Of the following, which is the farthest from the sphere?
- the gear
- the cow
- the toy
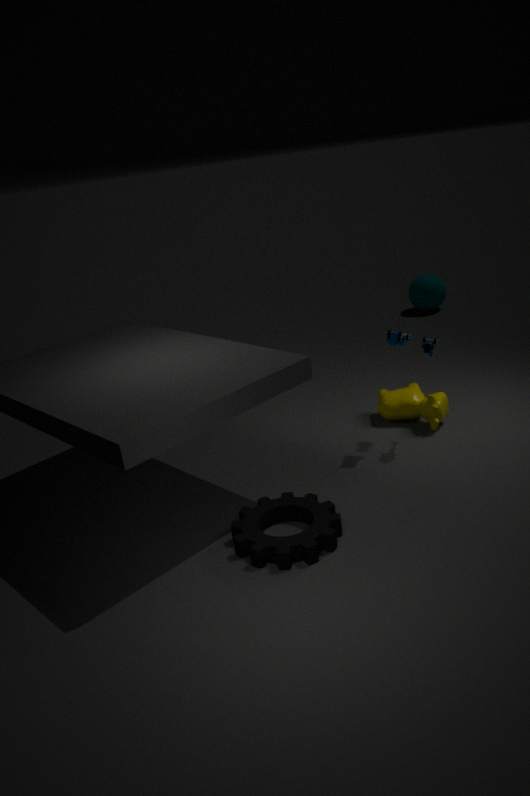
the gear
